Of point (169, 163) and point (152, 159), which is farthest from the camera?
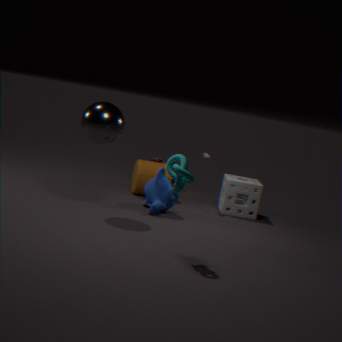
point (152, 159)
